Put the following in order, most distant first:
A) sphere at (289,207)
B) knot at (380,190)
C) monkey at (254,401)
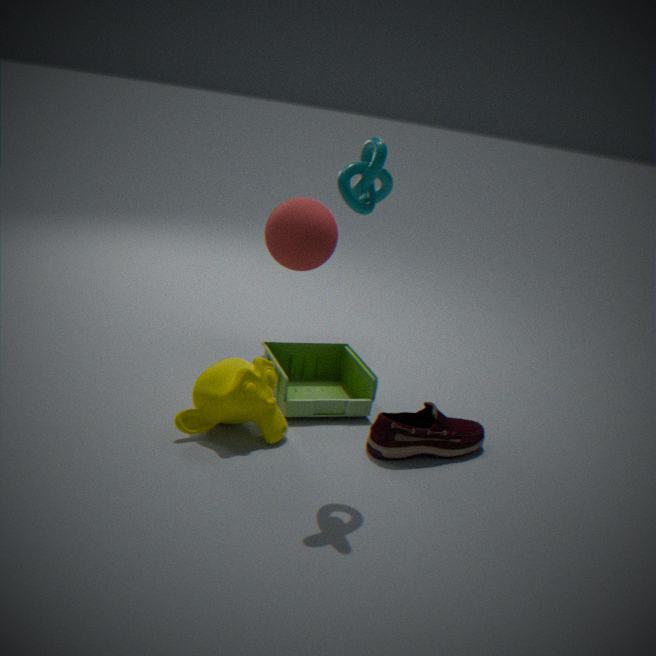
sphere at (289,207) < monkey at (254,401) < knot at (380,190)
